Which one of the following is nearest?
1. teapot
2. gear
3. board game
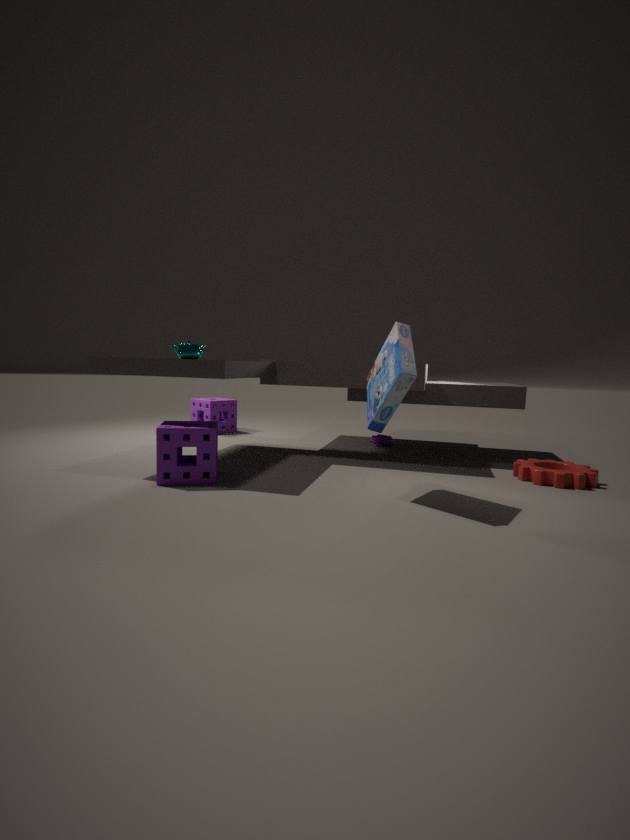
board game
